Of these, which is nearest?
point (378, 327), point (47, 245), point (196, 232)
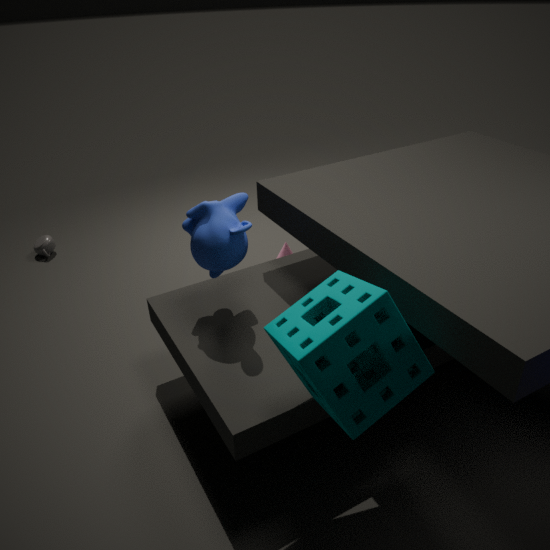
point (378, 327)
